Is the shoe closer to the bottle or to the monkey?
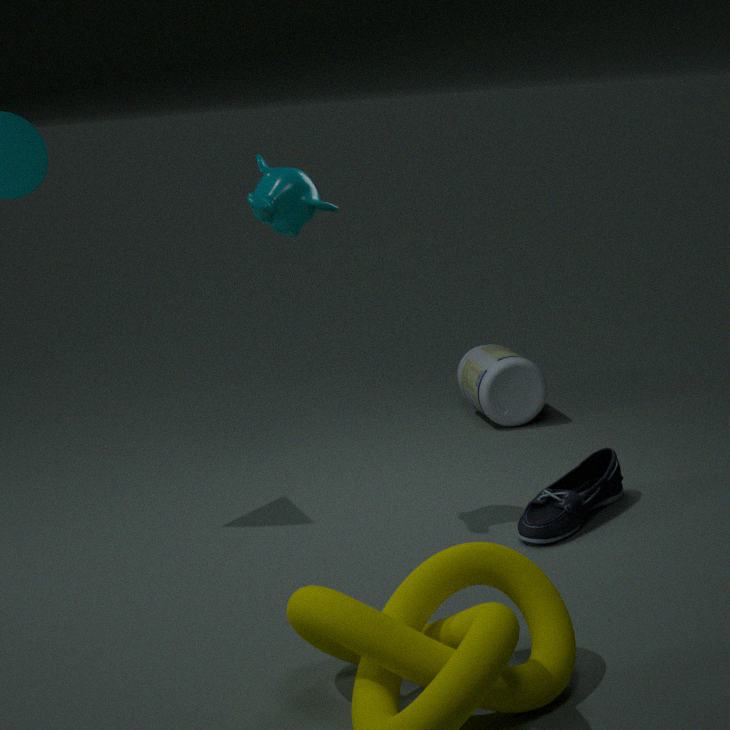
the bottle
